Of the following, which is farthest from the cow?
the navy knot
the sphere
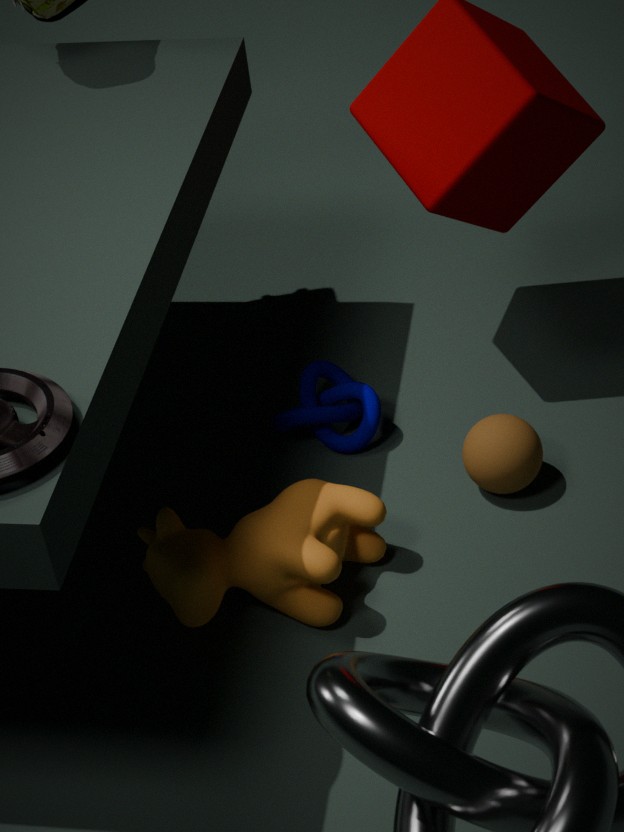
the sphere
